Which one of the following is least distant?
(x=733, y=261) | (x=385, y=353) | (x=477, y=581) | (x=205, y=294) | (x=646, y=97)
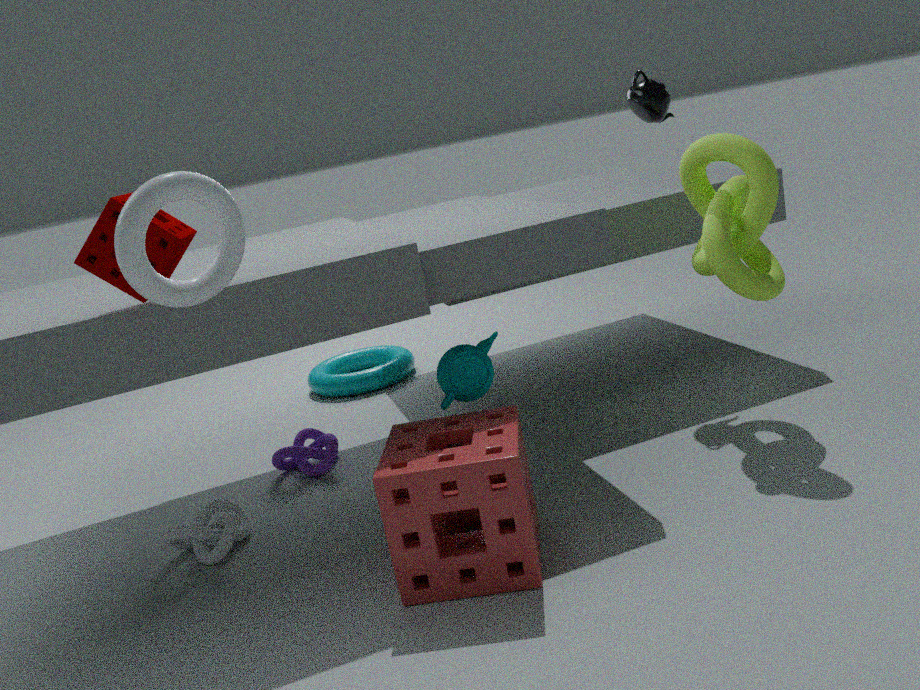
(x=205, y=294)
